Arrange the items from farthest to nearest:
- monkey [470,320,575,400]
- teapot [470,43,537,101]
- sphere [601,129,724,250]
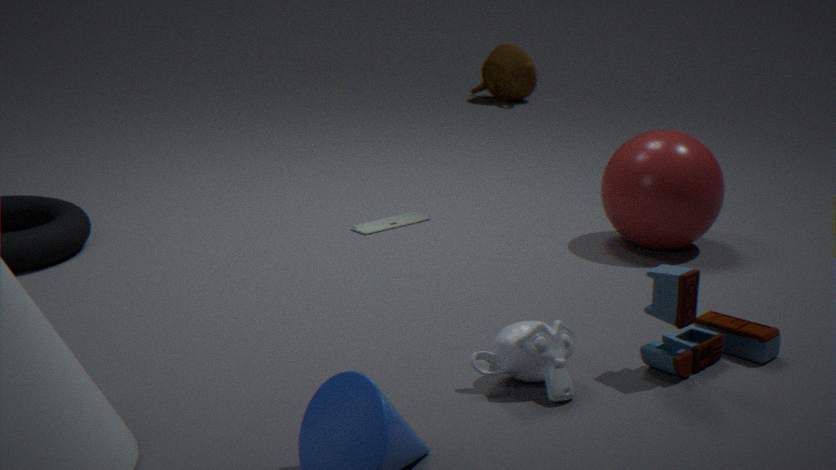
teapot [470,43,537,101]
sphere [601,129,724,250]
monkey [470,320,575,400]
